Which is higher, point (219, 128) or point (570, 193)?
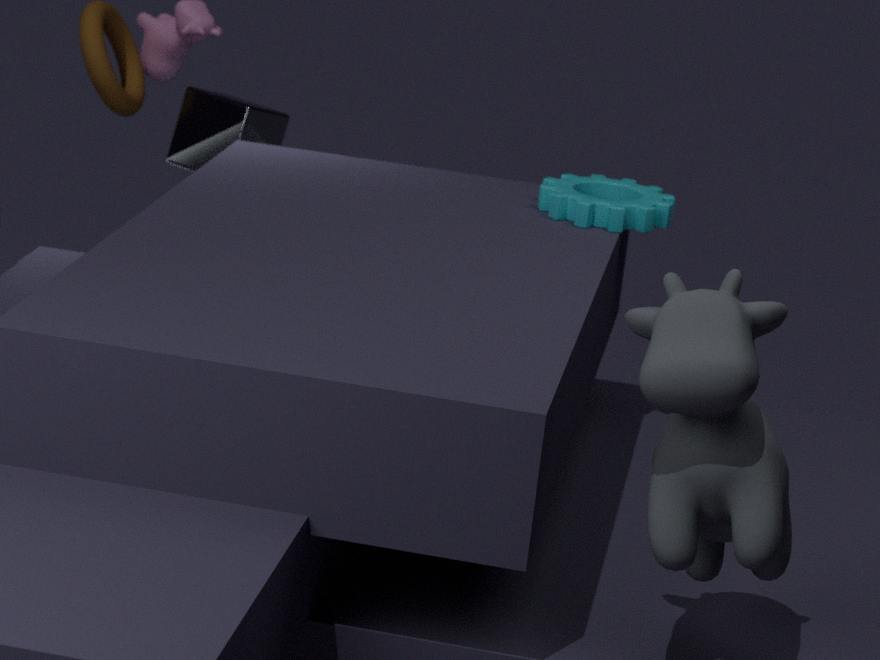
point (570, 193)
